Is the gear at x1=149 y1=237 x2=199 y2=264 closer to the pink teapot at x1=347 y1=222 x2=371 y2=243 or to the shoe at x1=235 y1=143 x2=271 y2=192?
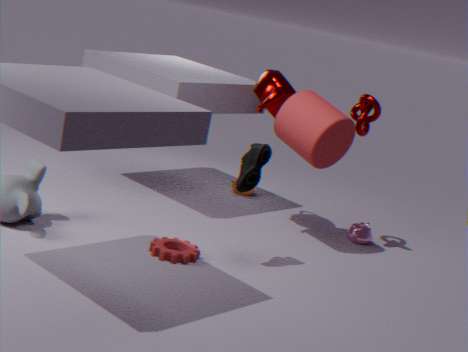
the shoe at x1=235 y1=143 x2=271 y2=192
